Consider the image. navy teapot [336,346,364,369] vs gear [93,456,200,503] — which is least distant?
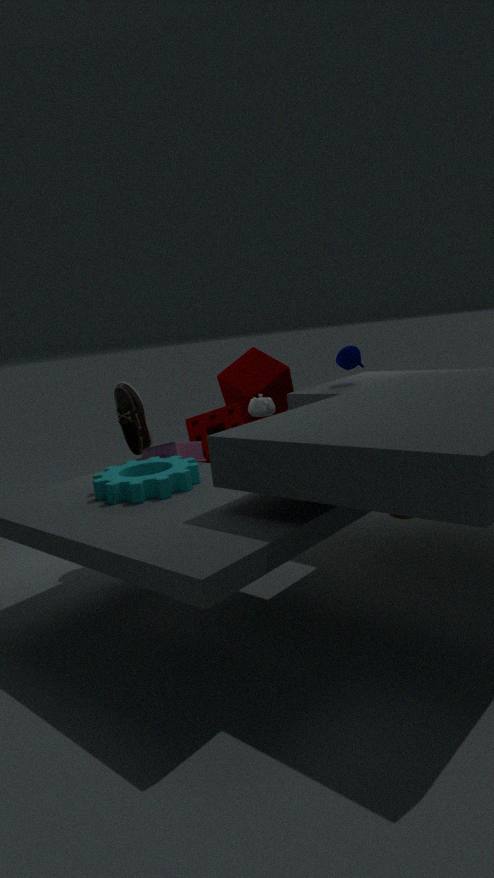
gear [93,456,200,503]
